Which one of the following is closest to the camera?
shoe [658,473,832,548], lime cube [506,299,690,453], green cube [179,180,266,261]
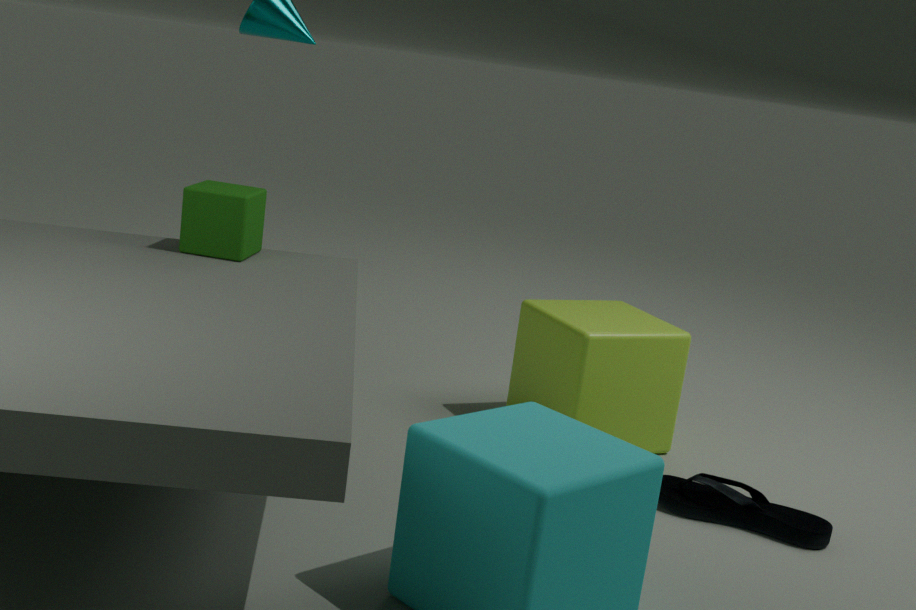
shoe [658,473,832,548]
